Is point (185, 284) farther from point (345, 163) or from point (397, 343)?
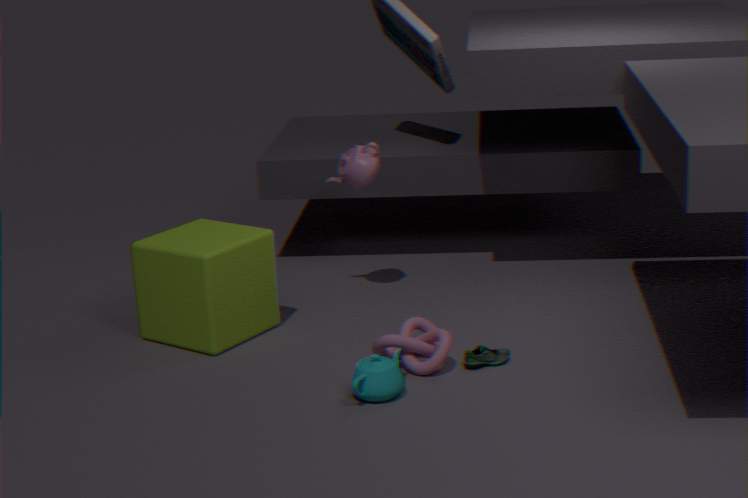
Answer: point (397, 343)
